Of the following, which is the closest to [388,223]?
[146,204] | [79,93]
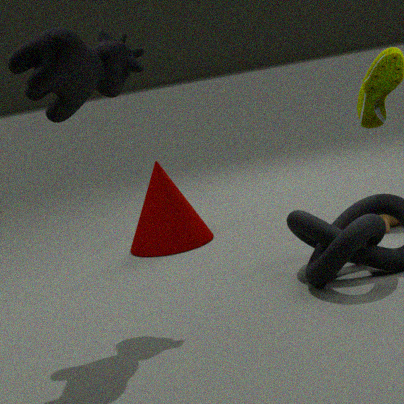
[146,204]
